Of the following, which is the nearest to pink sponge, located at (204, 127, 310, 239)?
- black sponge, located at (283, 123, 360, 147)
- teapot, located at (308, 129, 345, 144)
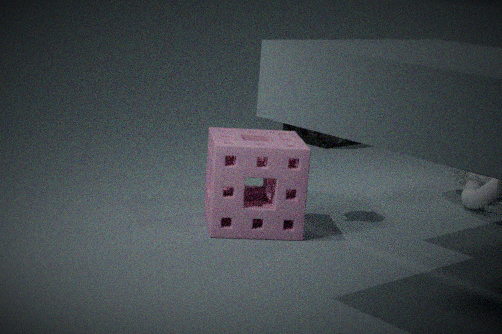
teapot, located at (308, 129, 345, 144)
